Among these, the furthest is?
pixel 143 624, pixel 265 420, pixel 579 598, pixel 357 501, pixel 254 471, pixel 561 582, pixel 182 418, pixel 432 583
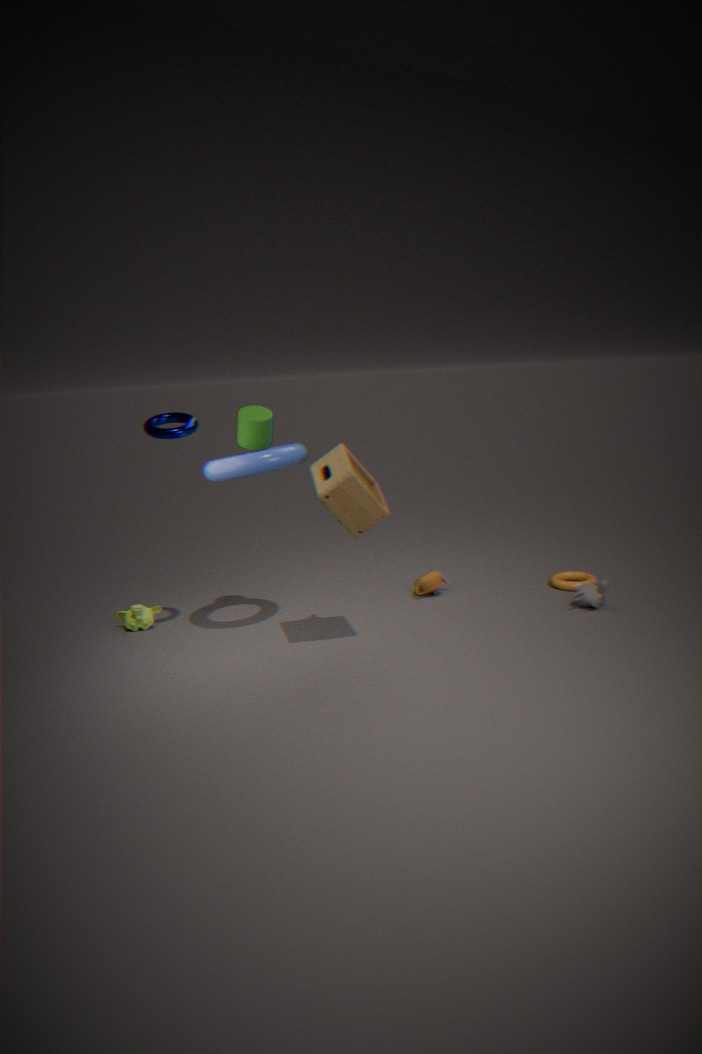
pixel 561 582
